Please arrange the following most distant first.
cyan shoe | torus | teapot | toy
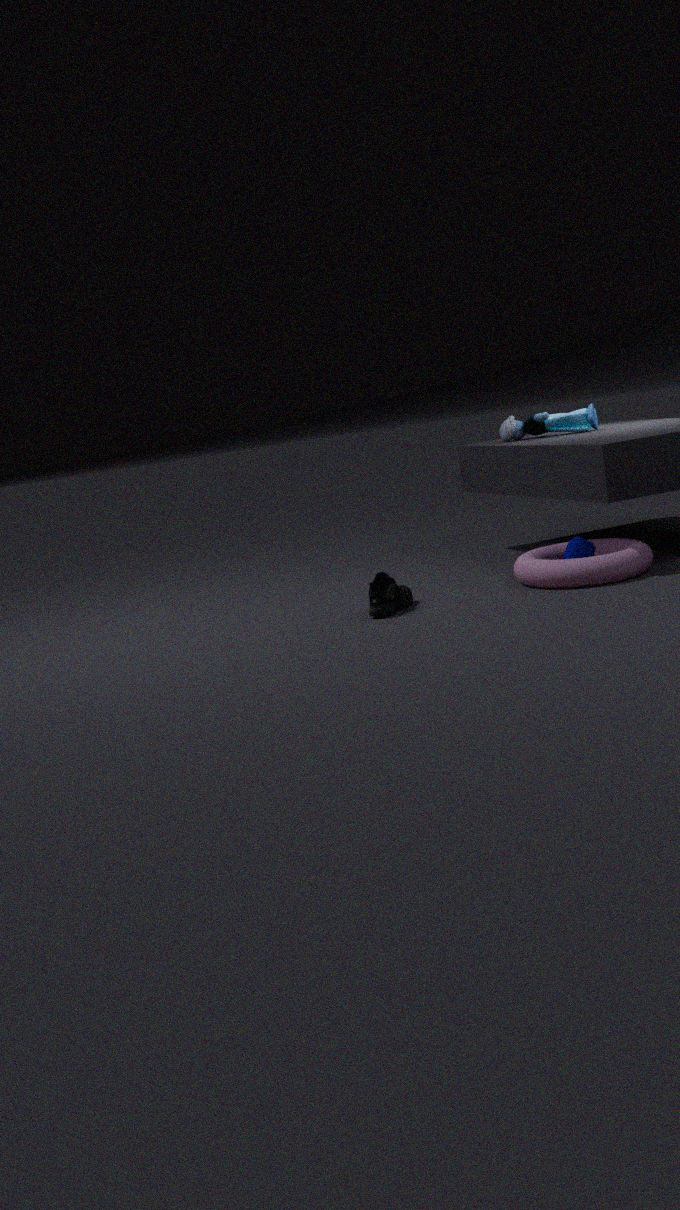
toy < teapot < cyan shoe < torus
